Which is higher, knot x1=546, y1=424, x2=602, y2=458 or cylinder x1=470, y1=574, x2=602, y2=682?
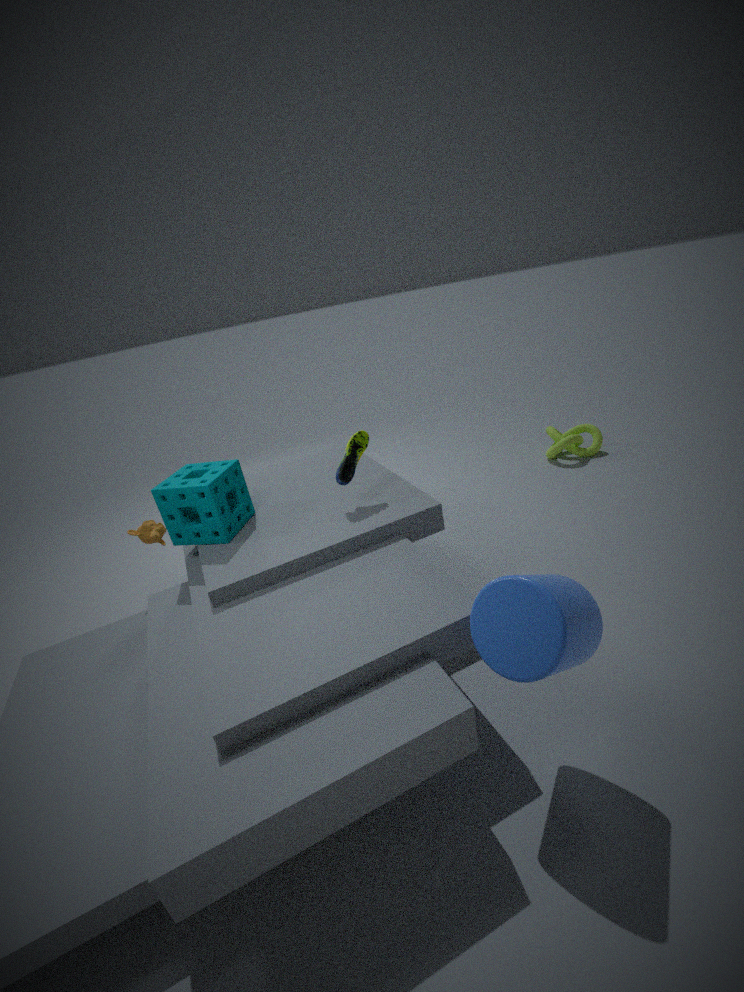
cylinder x1=470, y1=574, x2=602, y2=682
